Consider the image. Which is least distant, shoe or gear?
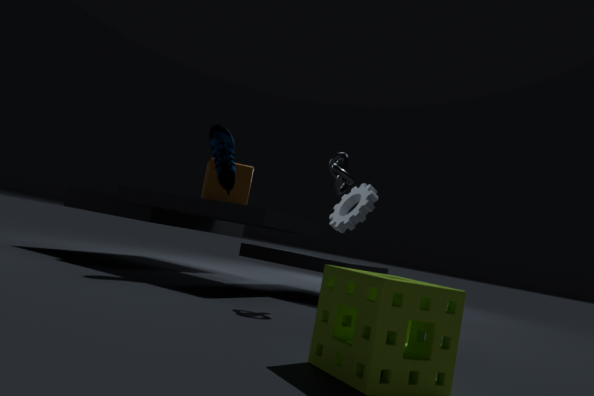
shoe
